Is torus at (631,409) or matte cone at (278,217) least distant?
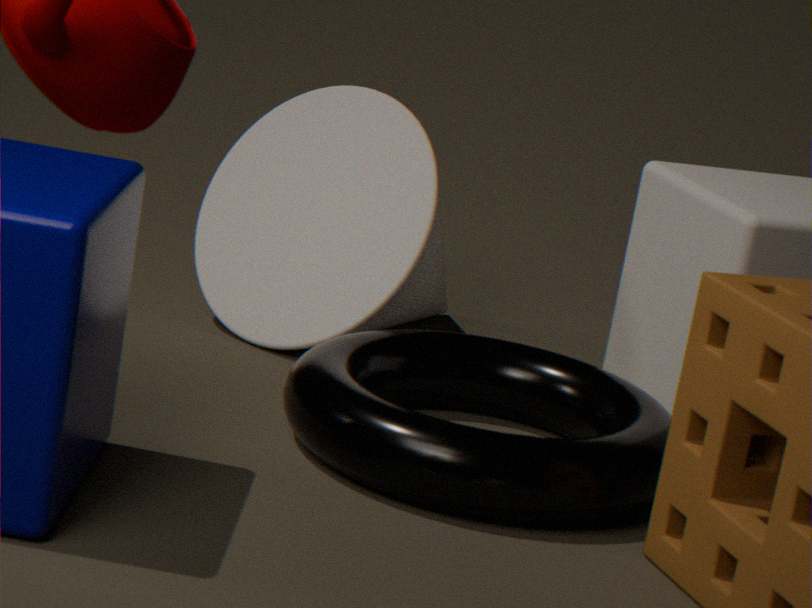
torus at (631,409)
